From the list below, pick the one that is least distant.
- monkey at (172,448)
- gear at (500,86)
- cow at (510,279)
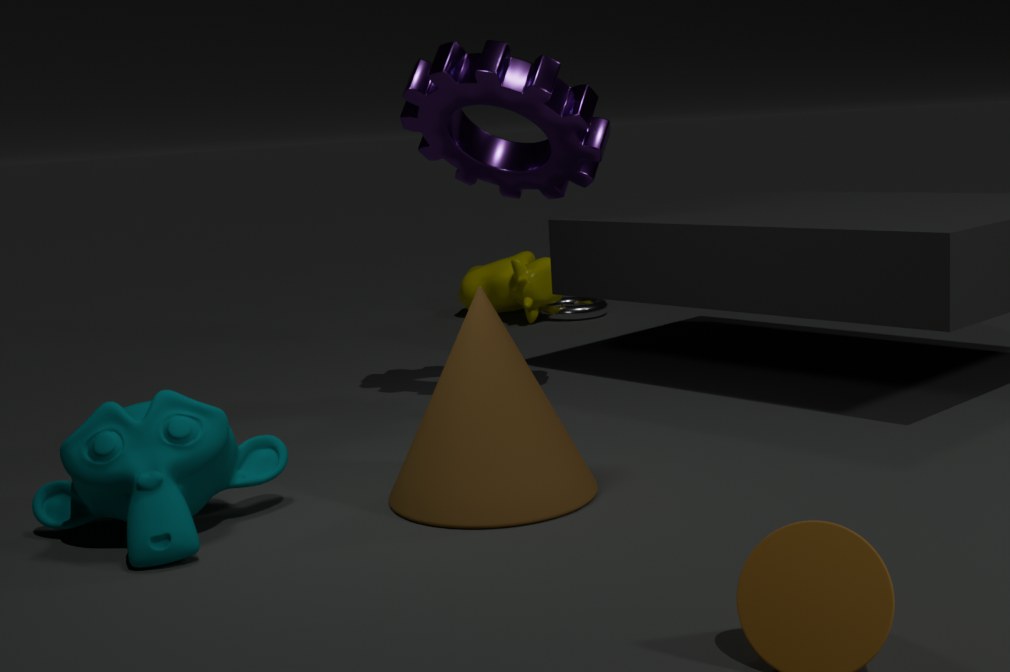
monkey at (172,448)
